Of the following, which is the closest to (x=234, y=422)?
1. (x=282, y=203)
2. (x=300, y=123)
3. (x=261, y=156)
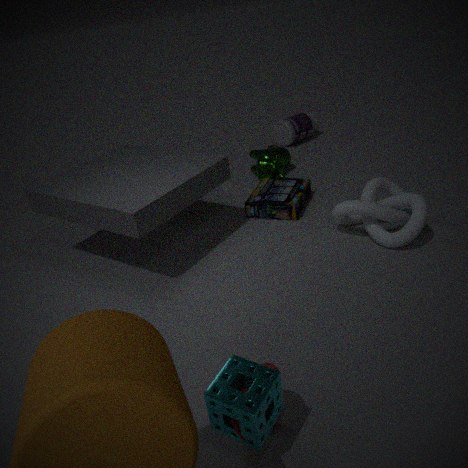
(x=282, y=203)
